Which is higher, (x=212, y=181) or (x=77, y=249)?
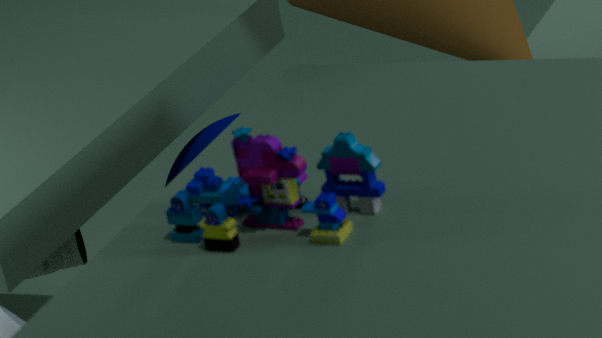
(x=212, y=181)
